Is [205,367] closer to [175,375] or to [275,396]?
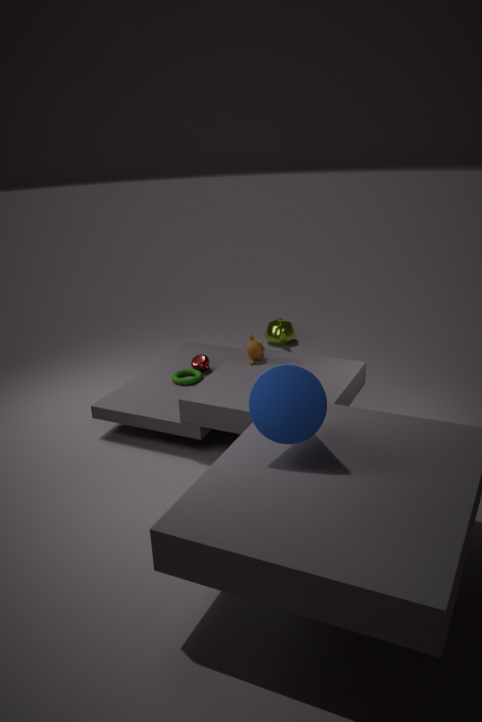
[175,375]
